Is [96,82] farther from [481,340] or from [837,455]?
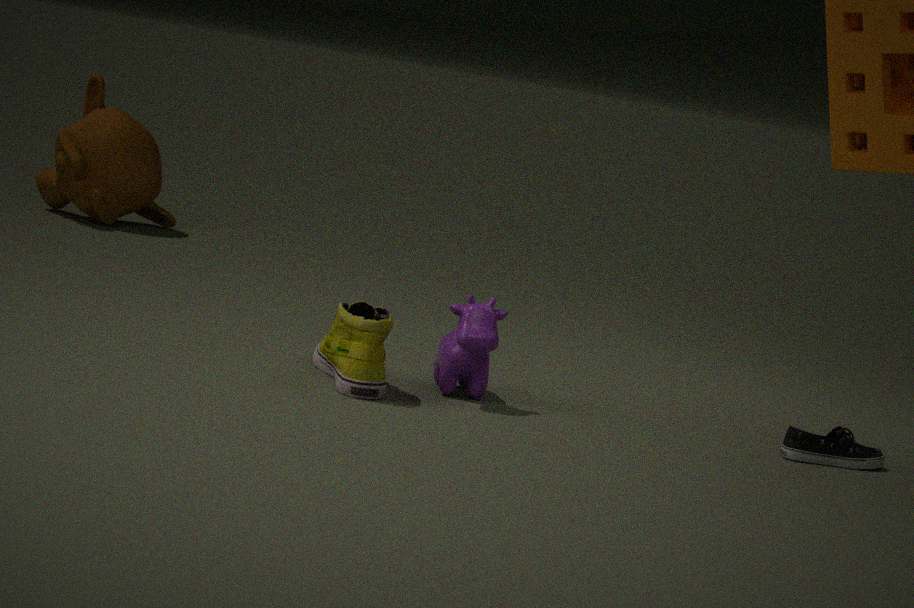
Result: [837,455]
